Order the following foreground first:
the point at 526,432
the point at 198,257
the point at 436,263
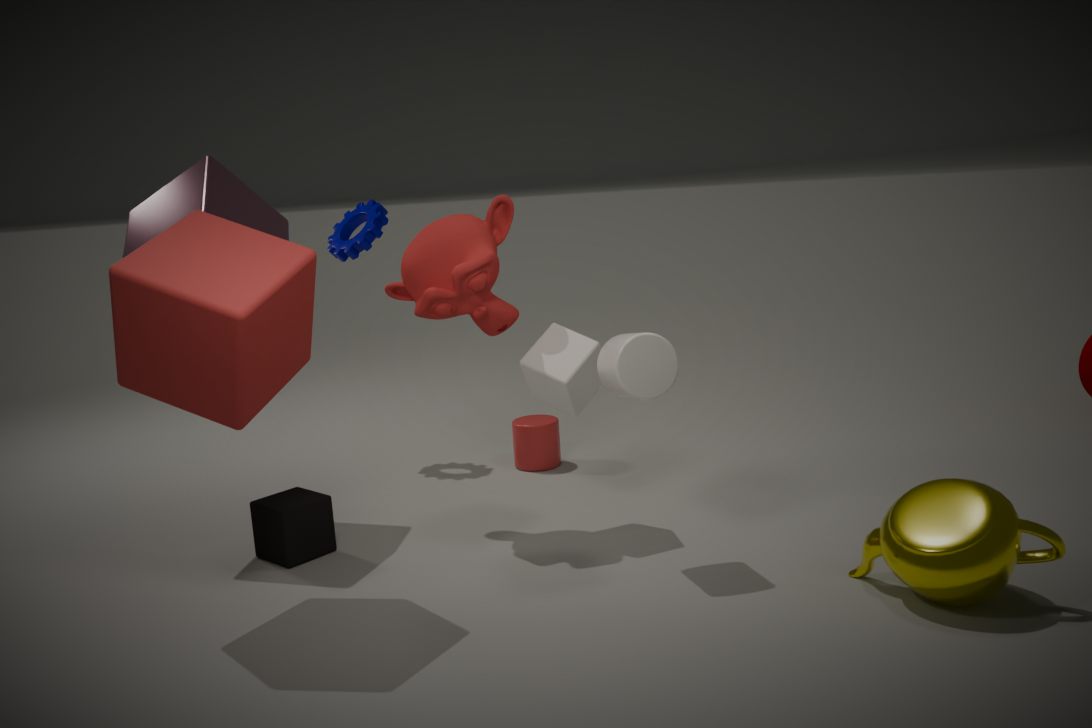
1. the point at 198,257
2. the point at 436,263
3. the point at 526,432
